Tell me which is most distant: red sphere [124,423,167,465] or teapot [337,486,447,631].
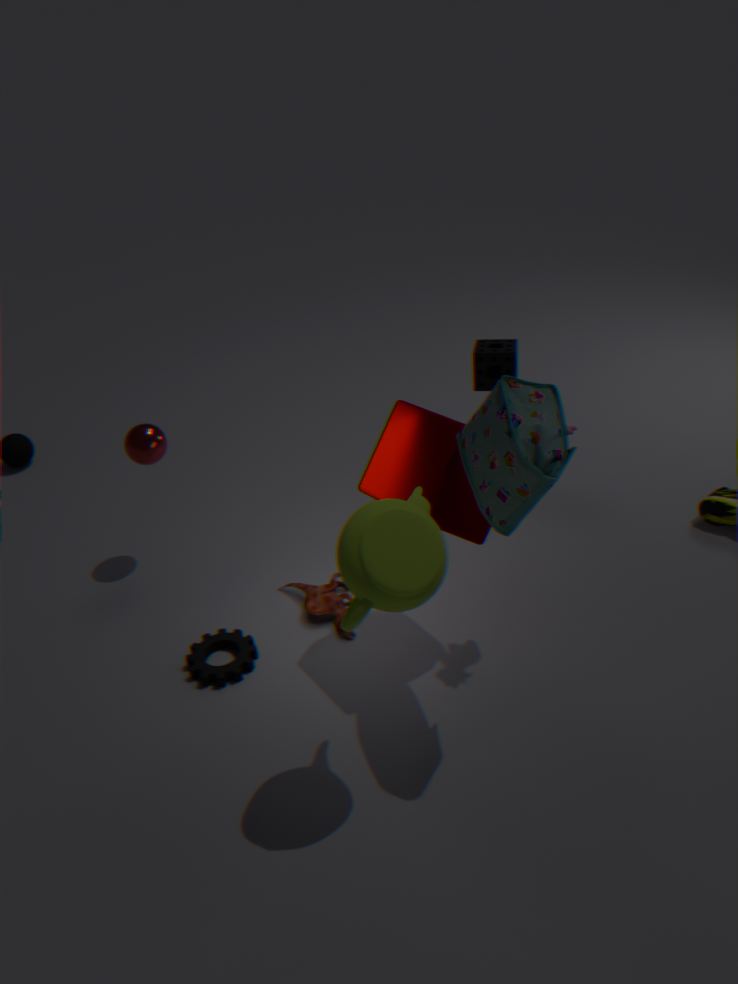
red sphere [124,423,167,465]
